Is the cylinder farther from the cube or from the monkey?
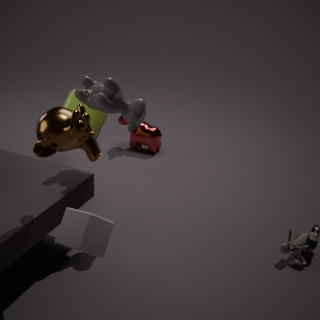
the cube
